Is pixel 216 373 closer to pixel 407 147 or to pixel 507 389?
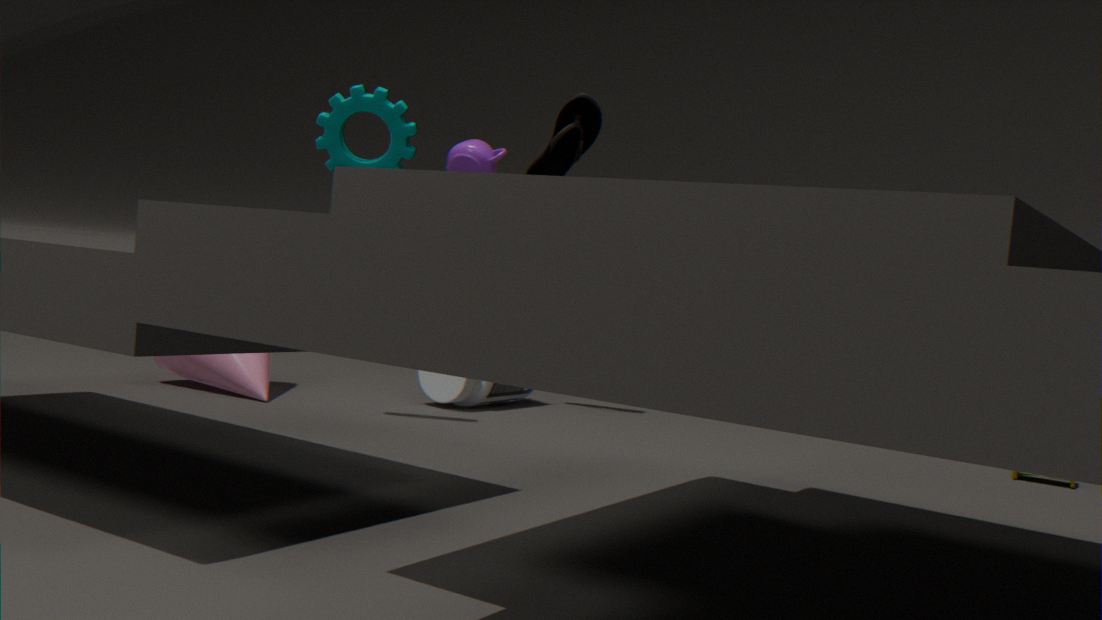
pixel 507 389
